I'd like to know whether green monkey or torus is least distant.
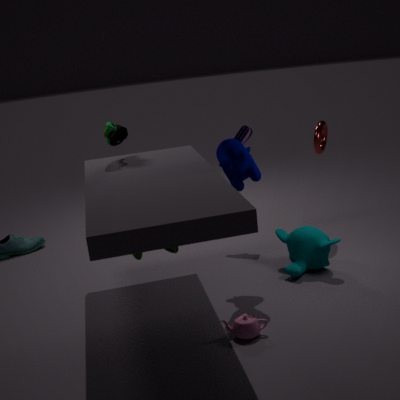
green monkey
